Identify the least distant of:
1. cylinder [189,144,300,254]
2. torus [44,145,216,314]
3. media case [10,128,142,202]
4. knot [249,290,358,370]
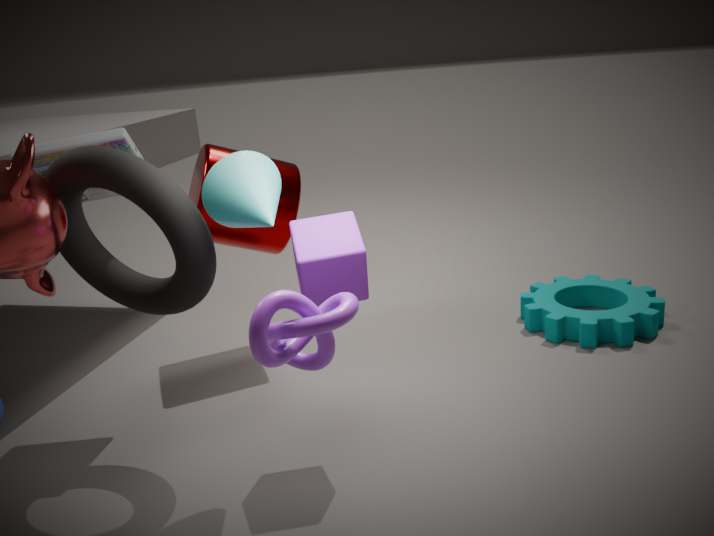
knot [249,290,358,370]
